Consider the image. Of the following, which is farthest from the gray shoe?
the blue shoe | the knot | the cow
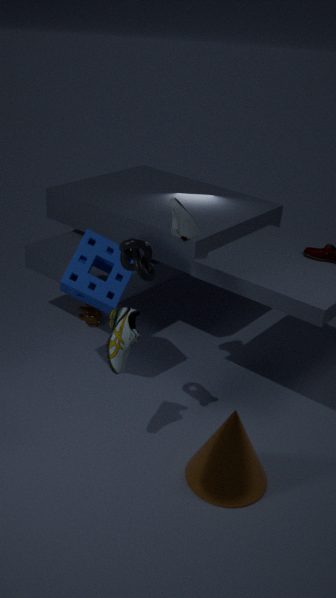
the cow
